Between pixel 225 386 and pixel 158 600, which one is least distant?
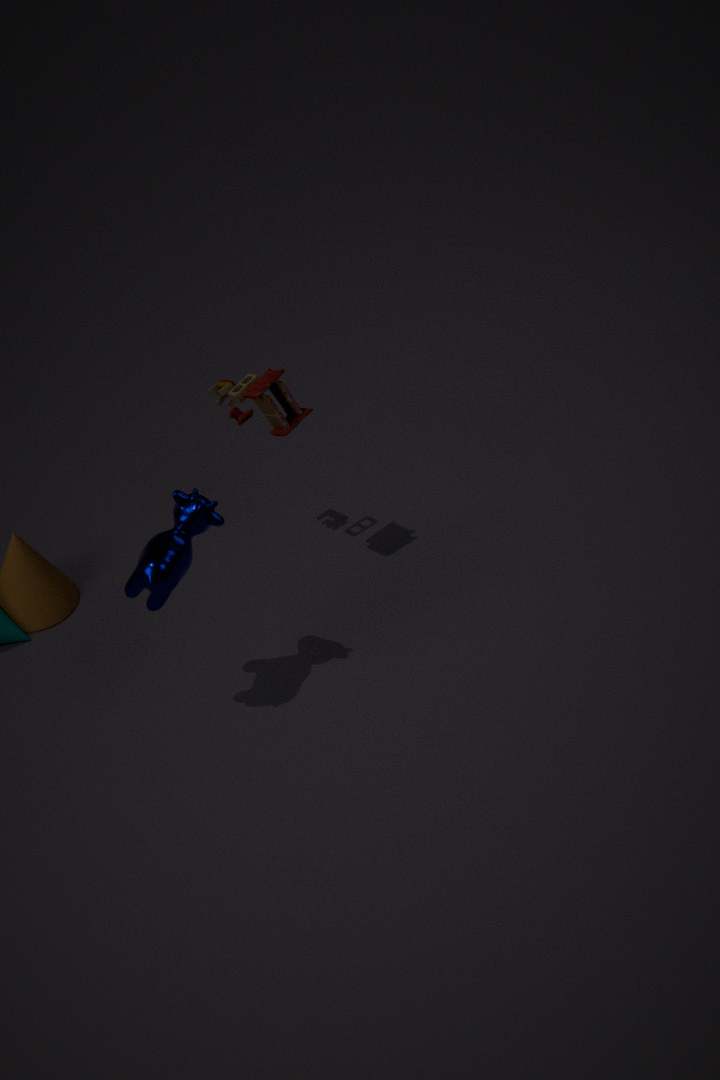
pixel 158 600
